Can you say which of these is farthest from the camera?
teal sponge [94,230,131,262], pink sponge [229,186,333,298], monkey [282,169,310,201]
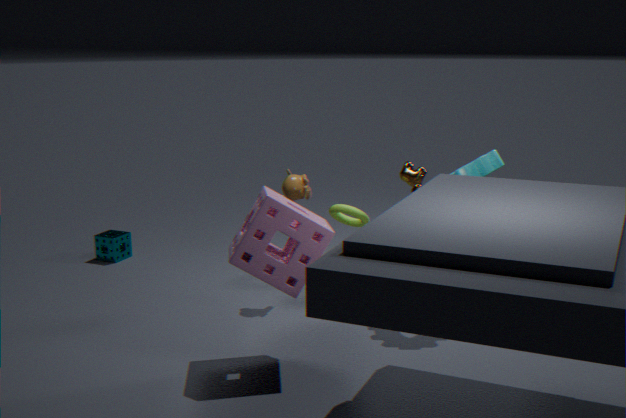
teal sponge [94,230,131,262]
